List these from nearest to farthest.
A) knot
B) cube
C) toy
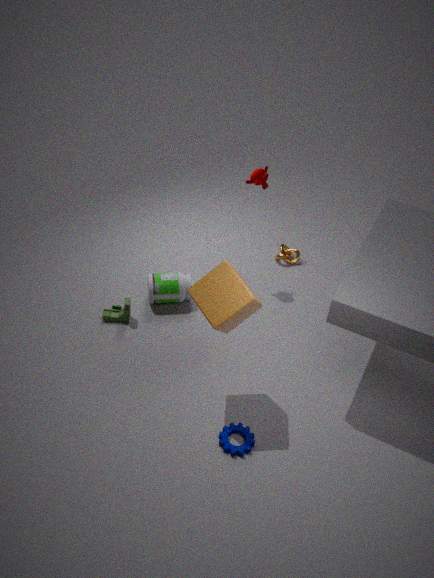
1. cube
2. toy
3. knot
